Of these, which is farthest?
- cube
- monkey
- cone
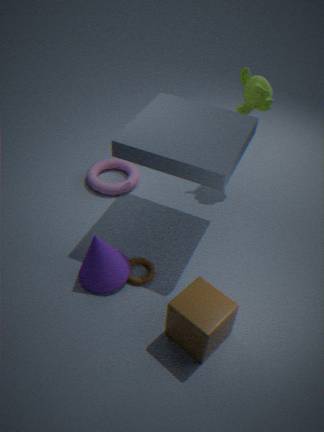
monkey
